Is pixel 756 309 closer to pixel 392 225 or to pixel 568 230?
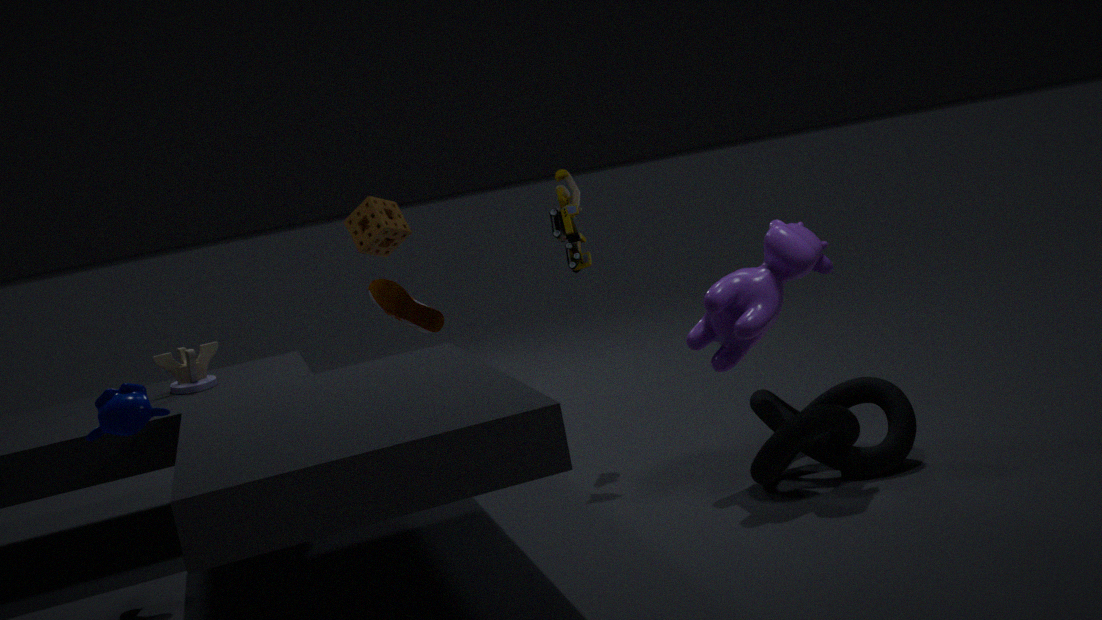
pixel 568 230
